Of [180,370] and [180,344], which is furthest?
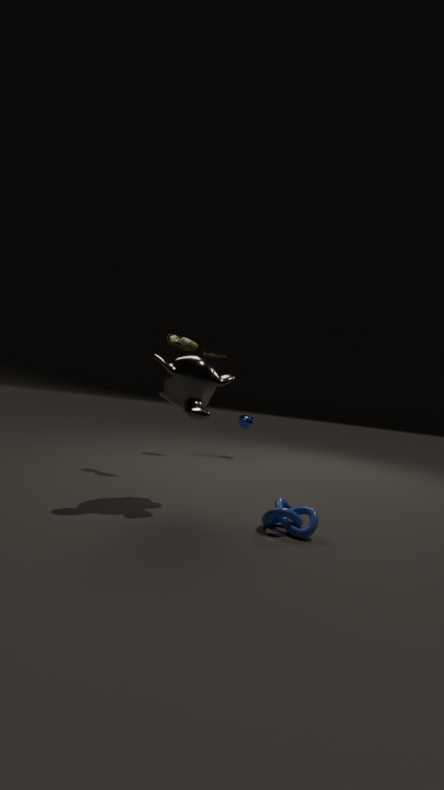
[180,344]
